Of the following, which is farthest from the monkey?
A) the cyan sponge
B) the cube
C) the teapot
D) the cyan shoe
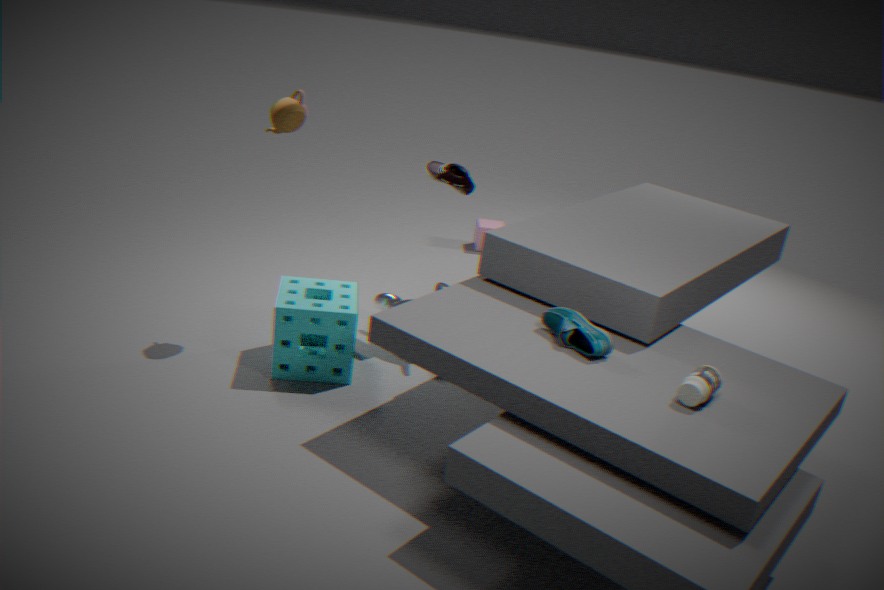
the cube
